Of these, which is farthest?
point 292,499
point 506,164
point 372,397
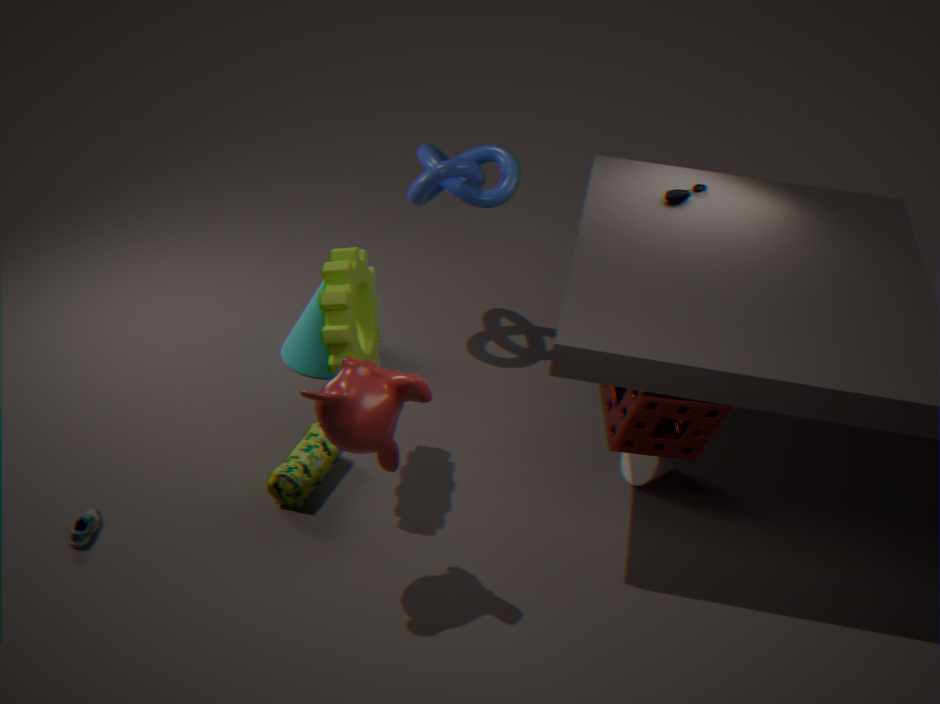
point 506,164
